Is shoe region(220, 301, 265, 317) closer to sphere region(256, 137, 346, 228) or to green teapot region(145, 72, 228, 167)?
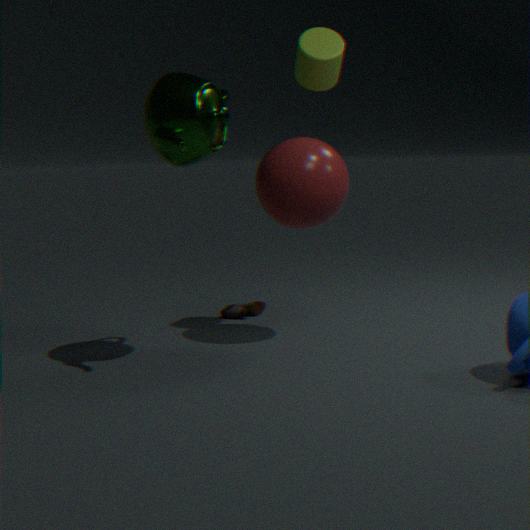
sphere region(256, 137, 346, 228)
